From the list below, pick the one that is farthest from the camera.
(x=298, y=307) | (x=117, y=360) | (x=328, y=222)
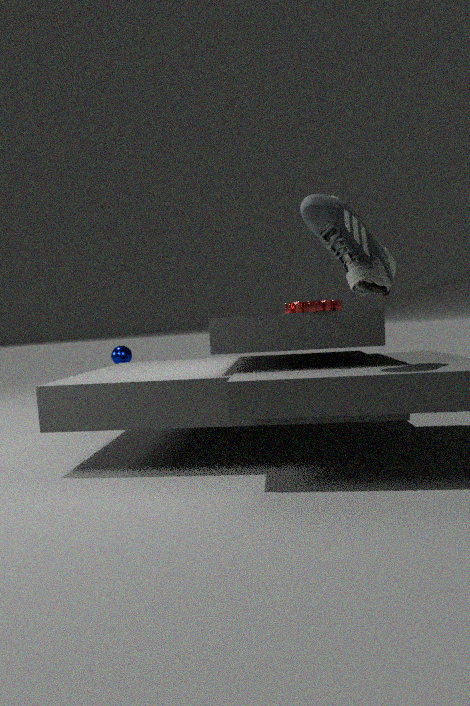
(x=117, y=360)
